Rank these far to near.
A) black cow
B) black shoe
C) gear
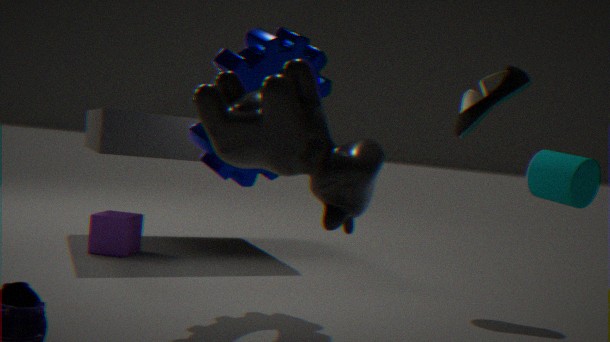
black shoe < gear < black cow
